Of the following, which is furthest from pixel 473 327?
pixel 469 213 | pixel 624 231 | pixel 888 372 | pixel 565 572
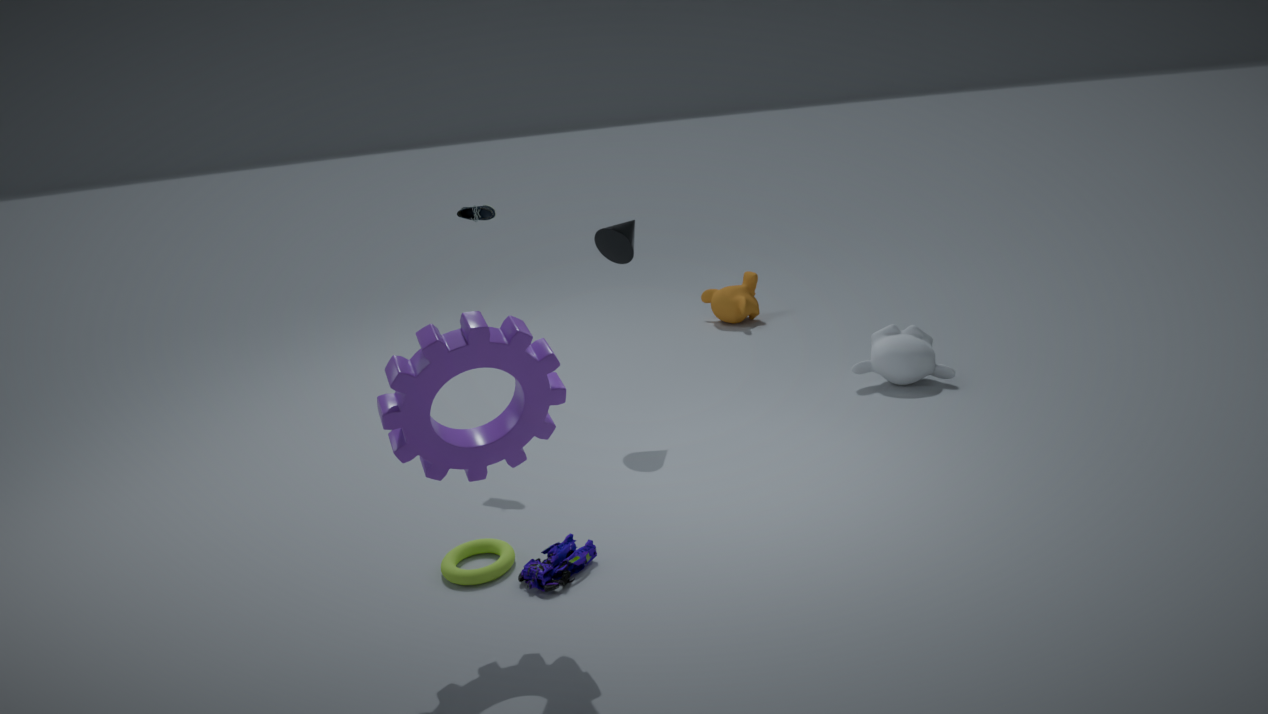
pixel 888 372
